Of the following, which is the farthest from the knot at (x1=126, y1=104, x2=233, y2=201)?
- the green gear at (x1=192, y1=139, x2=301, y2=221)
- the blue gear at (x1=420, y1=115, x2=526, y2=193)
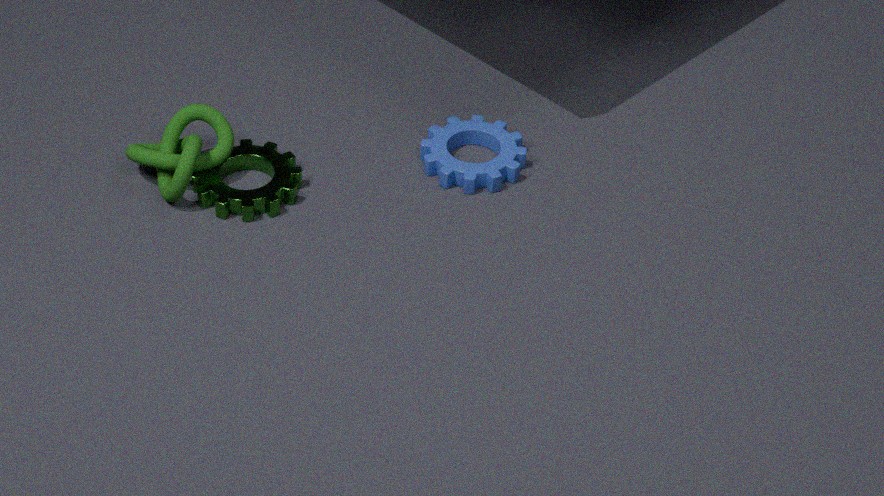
the blue gear at (x1=420, y1=115, x2=526, y2=193)
